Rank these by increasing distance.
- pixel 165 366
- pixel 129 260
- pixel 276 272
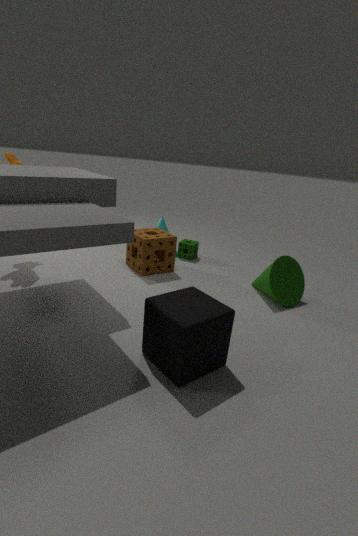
pixel 165 366
pixel 276 272
pixel 129 260
